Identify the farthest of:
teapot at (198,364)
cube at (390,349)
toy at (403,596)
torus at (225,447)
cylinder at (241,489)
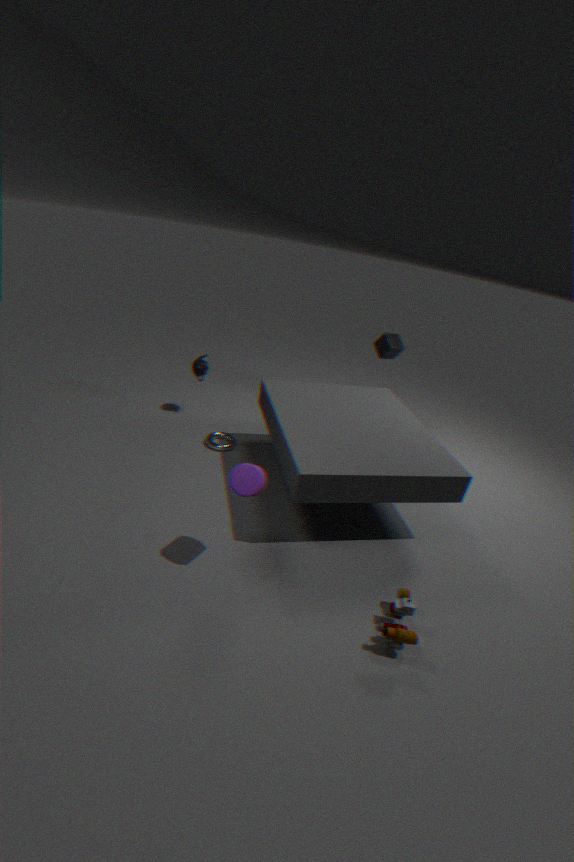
cube at (390,349)
